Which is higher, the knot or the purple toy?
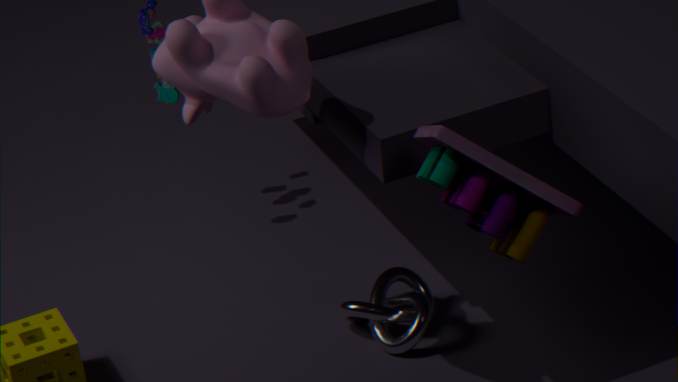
the purple toy
